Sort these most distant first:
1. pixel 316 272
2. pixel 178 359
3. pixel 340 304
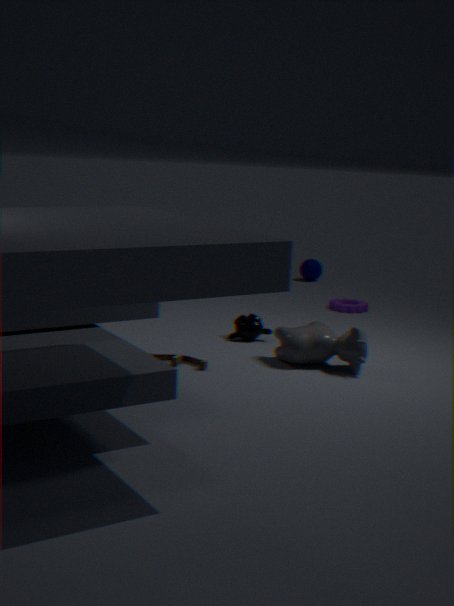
1. pixel 316 272
2. pixel 340 304
3. pixel 178 359
